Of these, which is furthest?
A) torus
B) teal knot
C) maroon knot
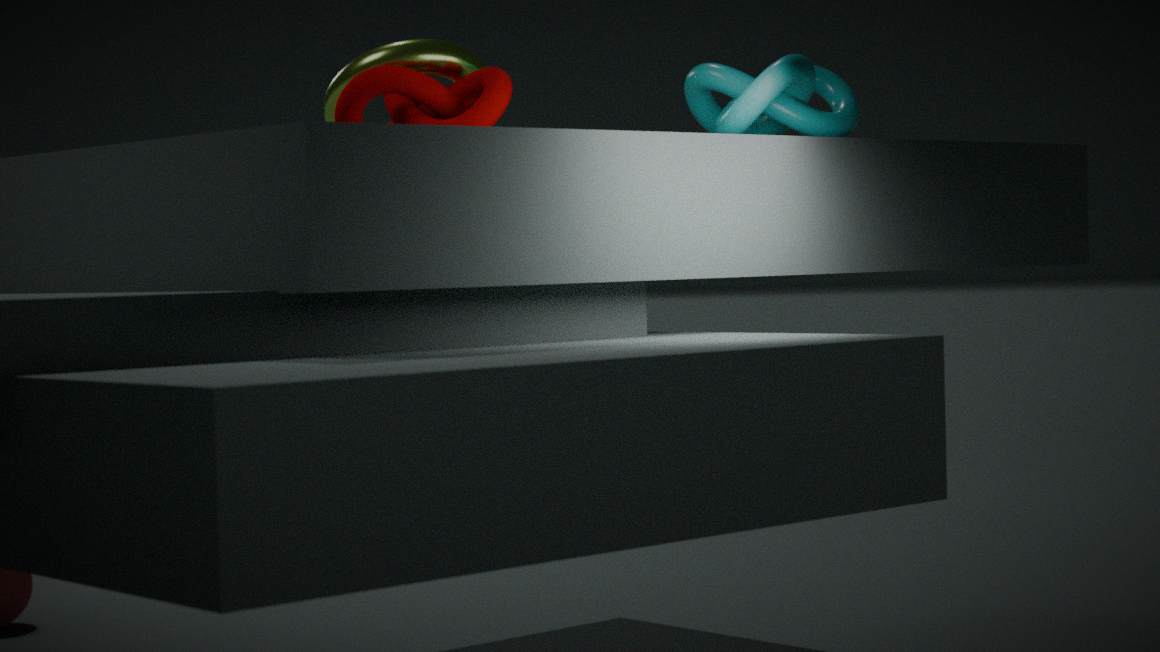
torus
